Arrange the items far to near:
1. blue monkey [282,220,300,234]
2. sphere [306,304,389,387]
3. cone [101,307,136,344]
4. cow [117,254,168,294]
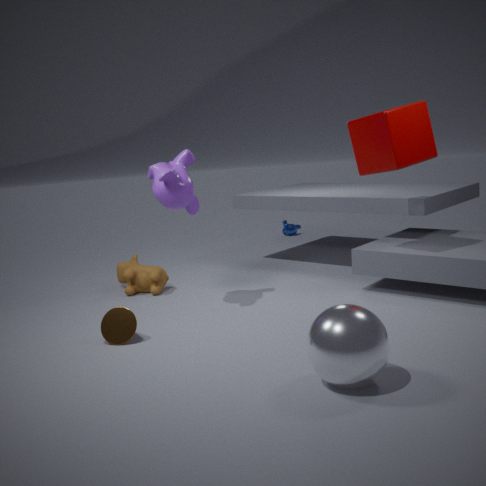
blue monkey [282,220,300,234] → cow [117,254,168,294] → cone [101,307,136,344] → sphere [306,304,389,387]
